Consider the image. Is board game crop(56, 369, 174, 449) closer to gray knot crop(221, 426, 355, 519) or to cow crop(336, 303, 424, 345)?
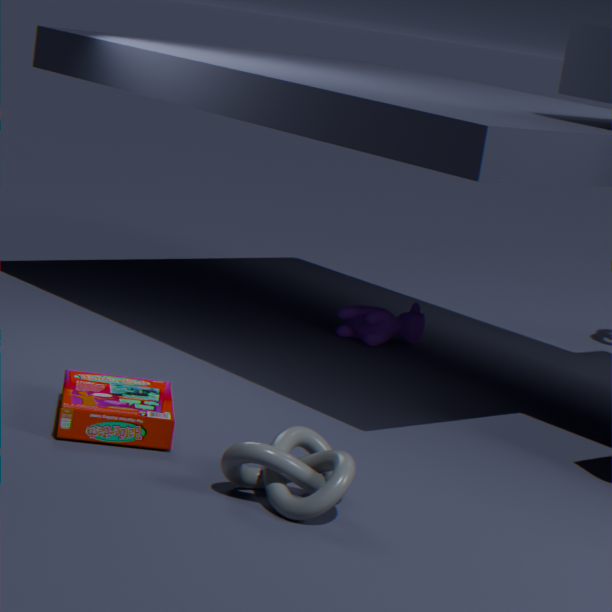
gray knot crop(221, 426, 355, 519)
